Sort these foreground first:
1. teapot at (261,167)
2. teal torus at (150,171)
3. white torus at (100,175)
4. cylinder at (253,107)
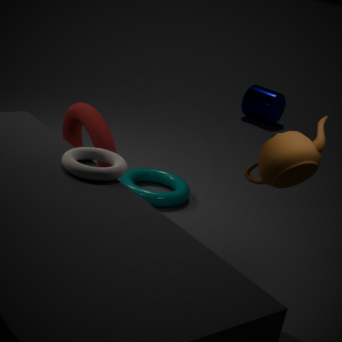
white torus at (100,175)
teapot at (261,167)
teal torus at (150,171)
cylinder at (253,107)
